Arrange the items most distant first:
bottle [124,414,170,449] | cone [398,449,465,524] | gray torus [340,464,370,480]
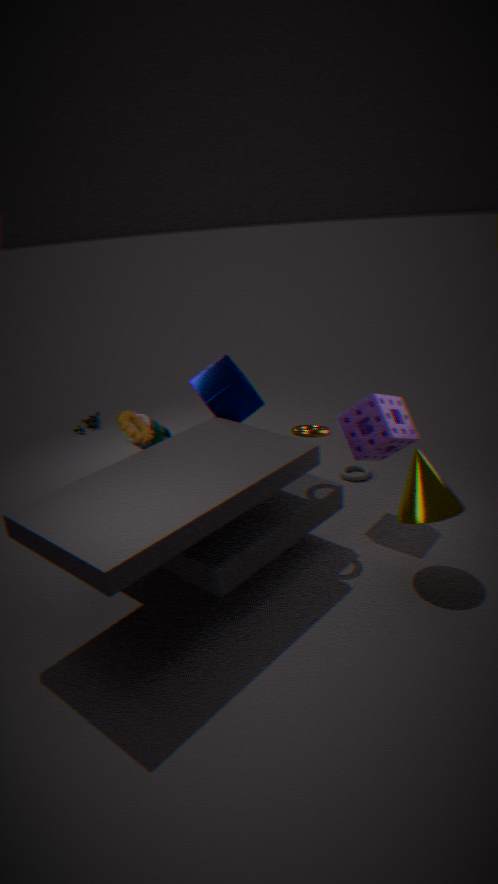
gray torus [340,464,370,480] < bottle [124,414,170,449] < cone [398,449,465,524]
